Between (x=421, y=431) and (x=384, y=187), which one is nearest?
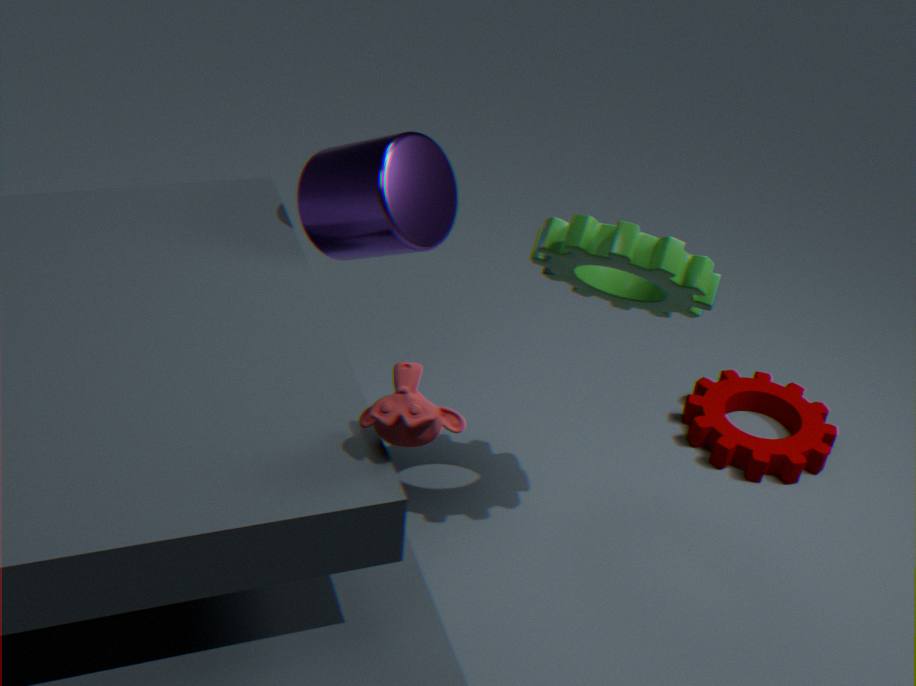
(x=421, y=431)
